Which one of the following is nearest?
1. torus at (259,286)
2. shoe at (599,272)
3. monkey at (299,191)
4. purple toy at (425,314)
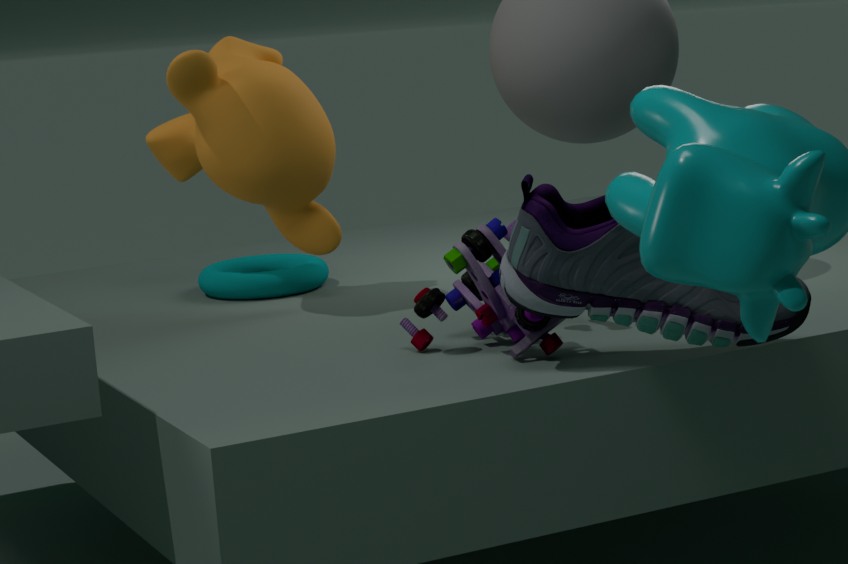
shoe at (599,272)
